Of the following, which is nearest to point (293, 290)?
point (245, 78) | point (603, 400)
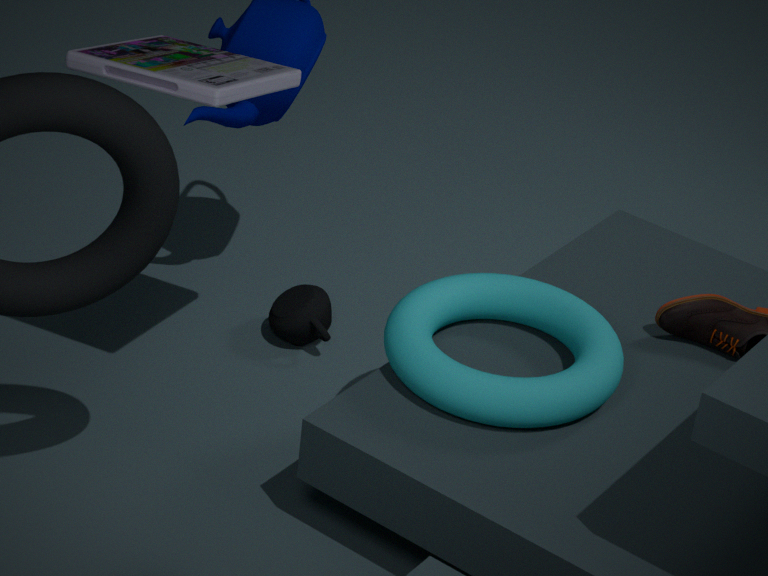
point (603, 400)
